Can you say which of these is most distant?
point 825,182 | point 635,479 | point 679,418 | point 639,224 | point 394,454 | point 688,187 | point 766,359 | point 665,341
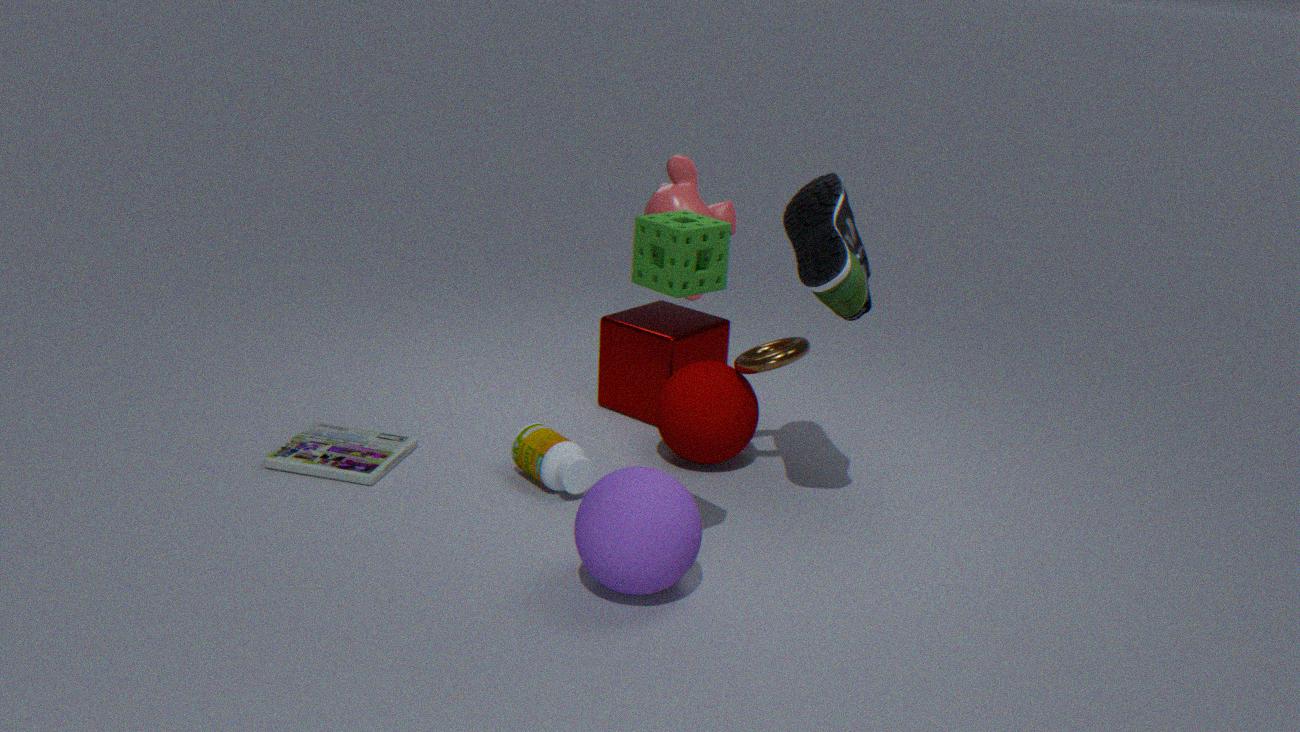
point 665,341
